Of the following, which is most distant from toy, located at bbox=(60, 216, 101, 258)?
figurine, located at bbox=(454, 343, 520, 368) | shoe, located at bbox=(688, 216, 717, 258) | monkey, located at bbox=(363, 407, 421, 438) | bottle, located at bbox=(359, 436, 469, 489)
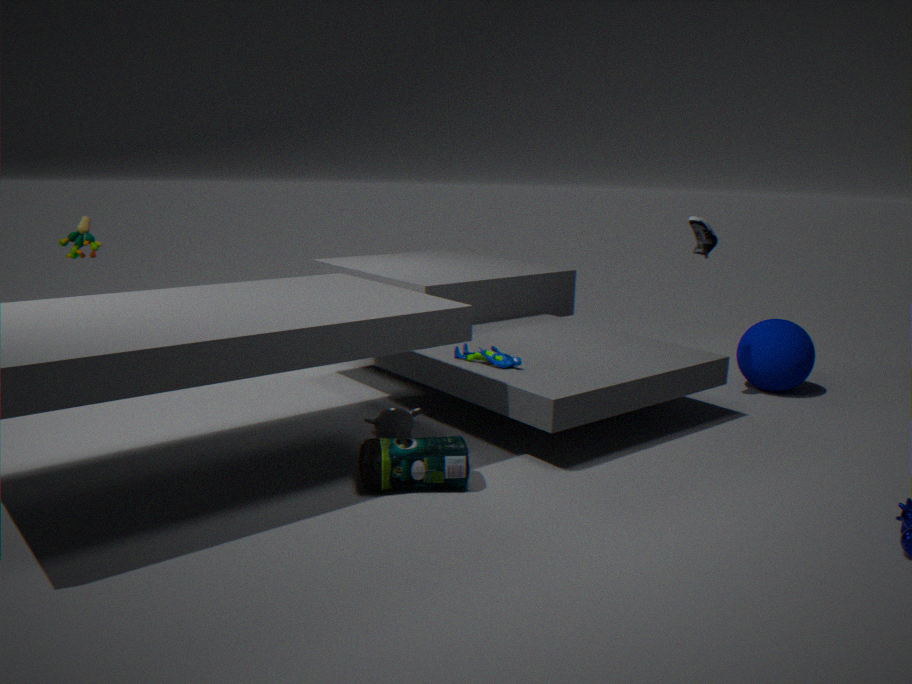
shoe, located at bbox=(688, 216, 717, 258)
